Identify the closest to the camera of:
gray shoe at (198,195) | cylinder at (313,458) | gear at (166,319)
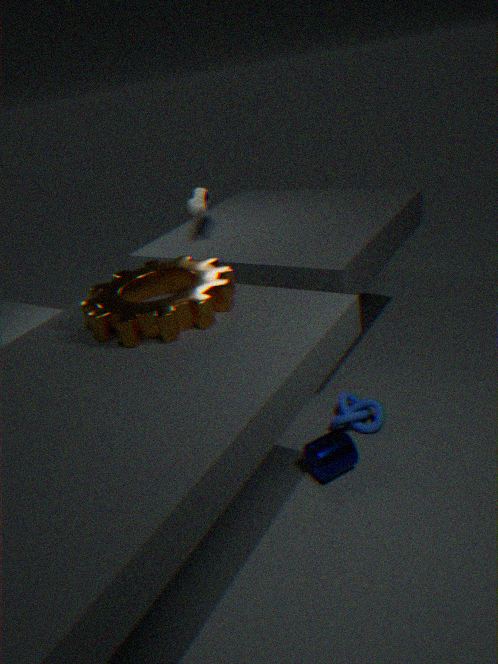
gear at (166,319)
